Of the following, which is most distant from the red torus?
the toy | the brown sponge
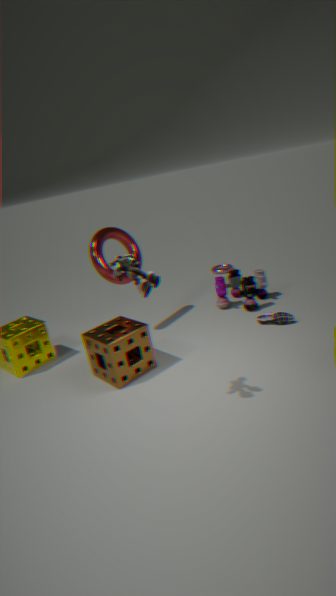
the toy
